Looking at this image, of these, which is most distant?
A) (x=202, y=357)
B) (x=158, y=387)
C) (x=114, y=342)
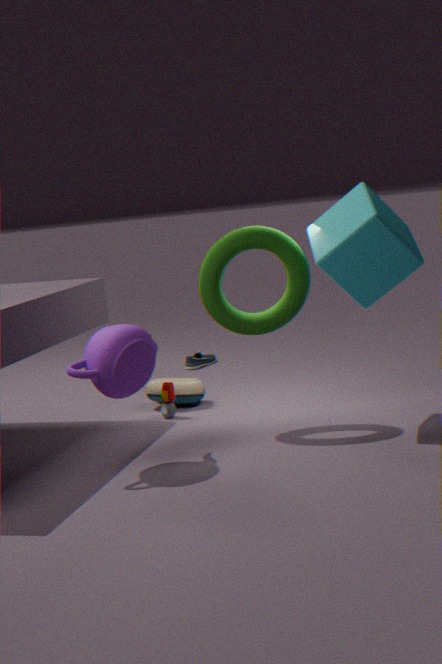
(x=202, y=357)
